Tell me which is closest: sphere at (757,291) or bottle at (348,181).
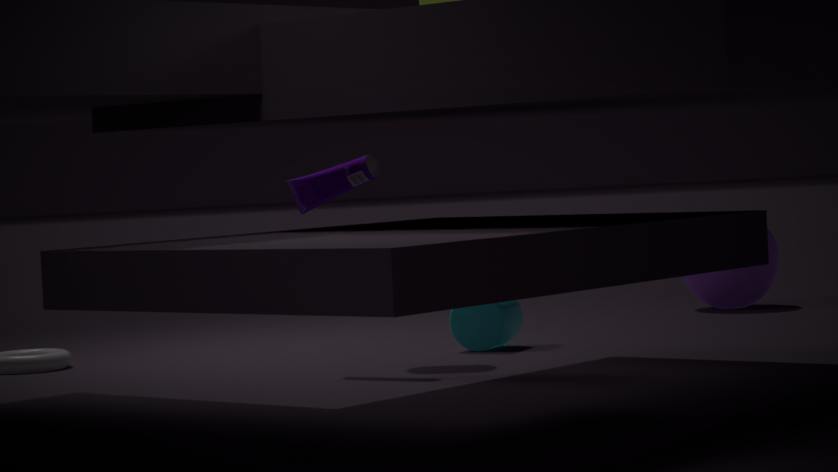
bottle at (348,181)
